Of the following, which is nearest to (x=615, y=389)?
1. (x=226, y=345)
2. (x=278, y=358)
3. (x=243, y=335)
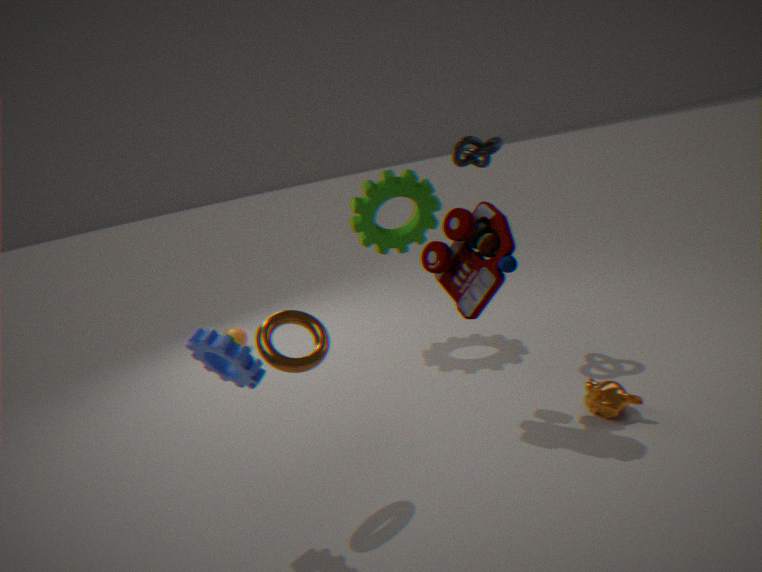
(x=278, y=358)
